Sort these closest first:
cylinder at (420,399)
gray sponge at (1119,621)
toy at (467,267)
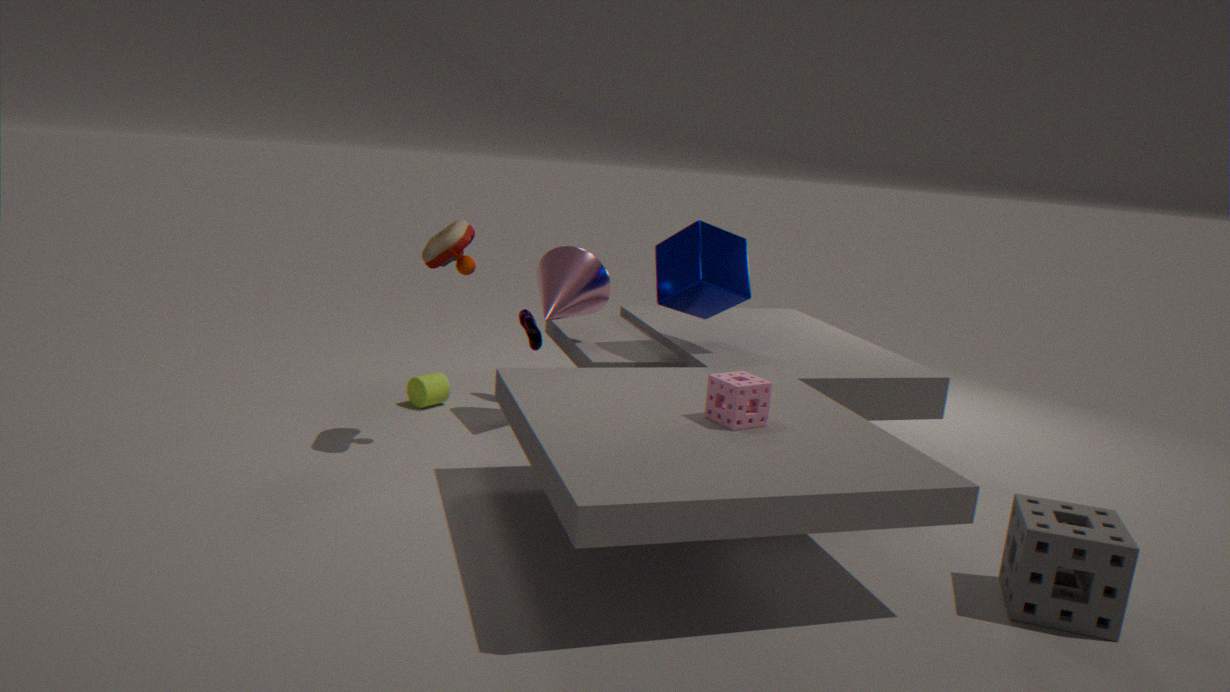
gray sponge at (1119,621)
toy at (467,267)
cylinder at (420,399)
